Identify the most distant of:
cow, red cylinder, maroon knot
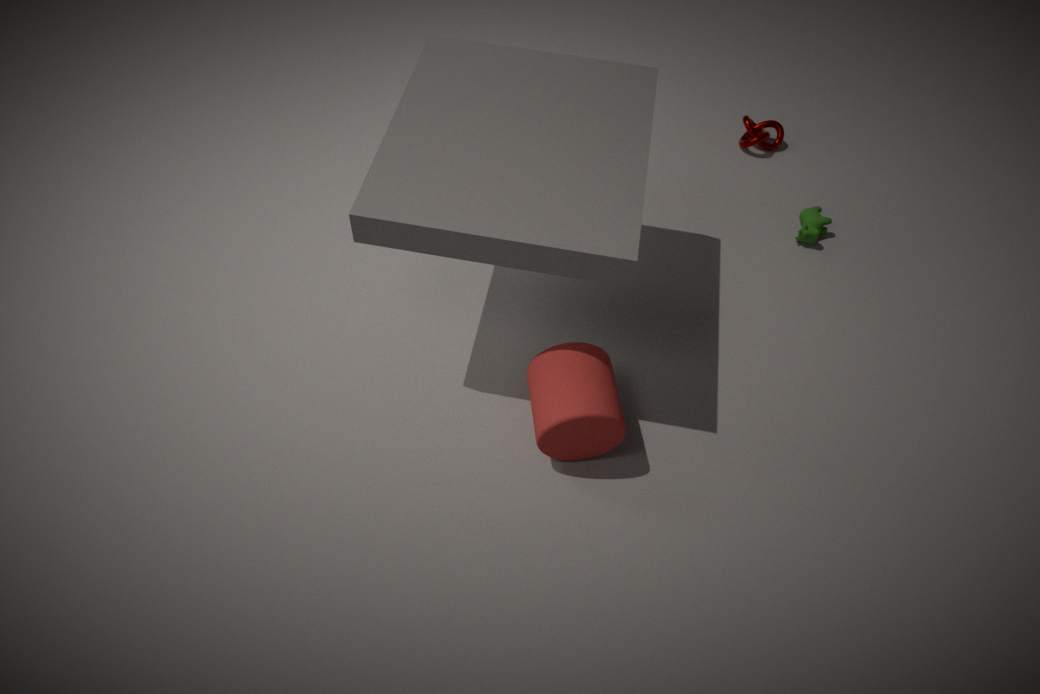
maroon knot
